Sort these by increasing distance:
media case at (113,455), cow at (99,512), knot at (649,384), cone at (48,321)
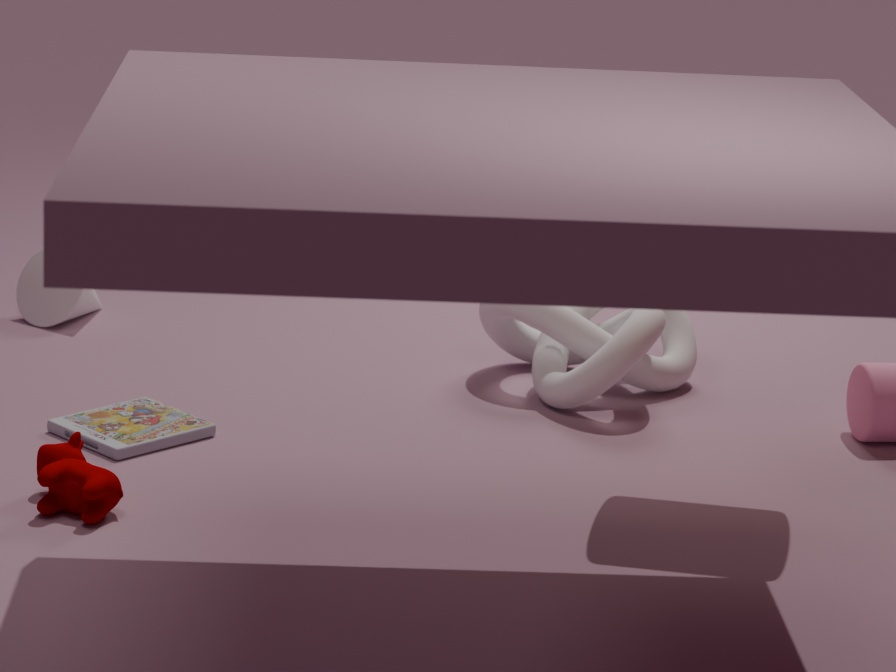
cow at (99,512) → media case at (113,455) → knot at (649,384) → cone at (48,321)
